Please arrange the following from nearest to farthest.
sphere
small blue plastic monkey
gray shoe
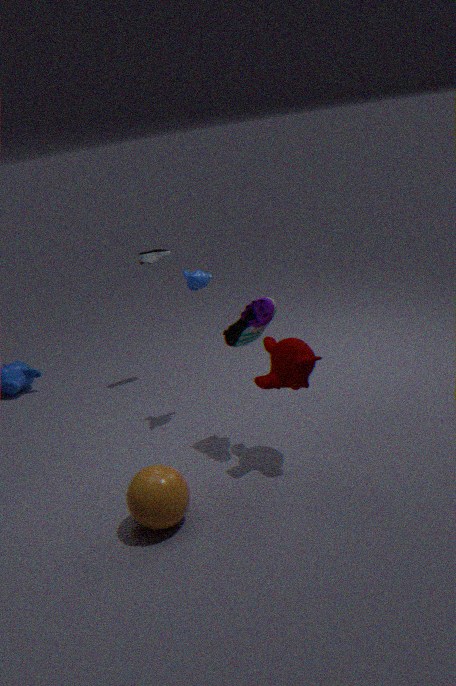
sphere < small blue plastic monkey < gray shoe
